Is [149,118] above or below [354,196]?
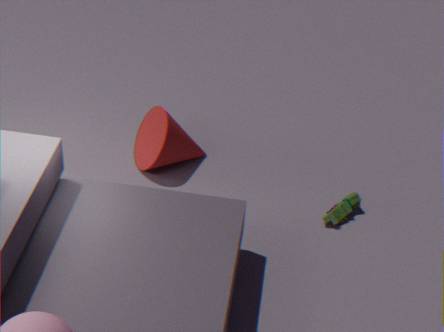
above
